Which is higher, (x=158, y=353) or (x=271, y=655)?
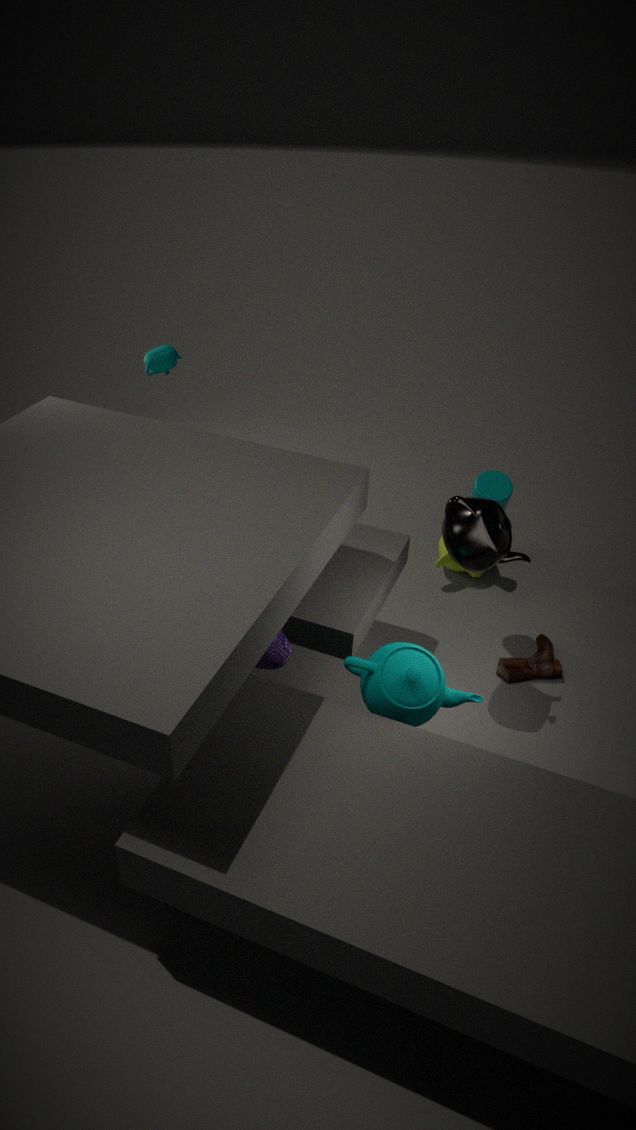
(x=158, y=353)
